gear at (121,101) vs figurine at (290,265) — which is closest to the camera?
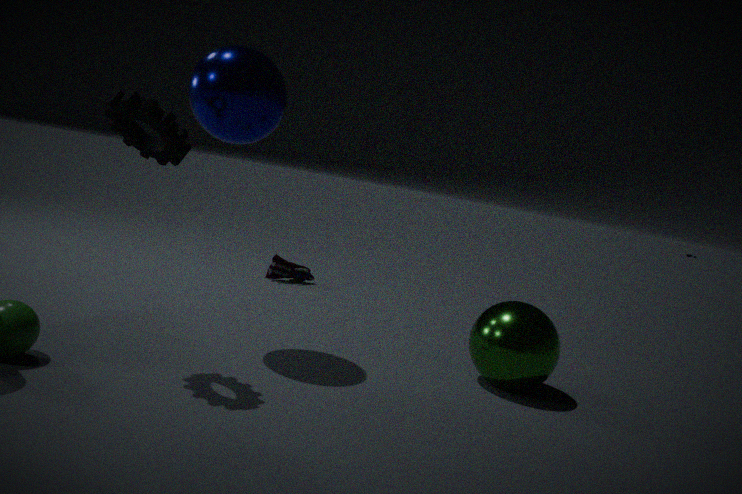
gear at (121,101)
